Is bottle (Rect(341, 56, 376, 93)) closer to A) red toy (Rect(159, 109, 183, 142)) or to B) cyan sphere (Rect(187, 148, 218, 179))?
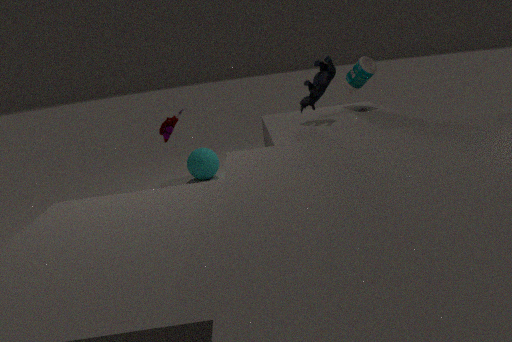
A) red toy (Rect(159, 109, 183, 142))
